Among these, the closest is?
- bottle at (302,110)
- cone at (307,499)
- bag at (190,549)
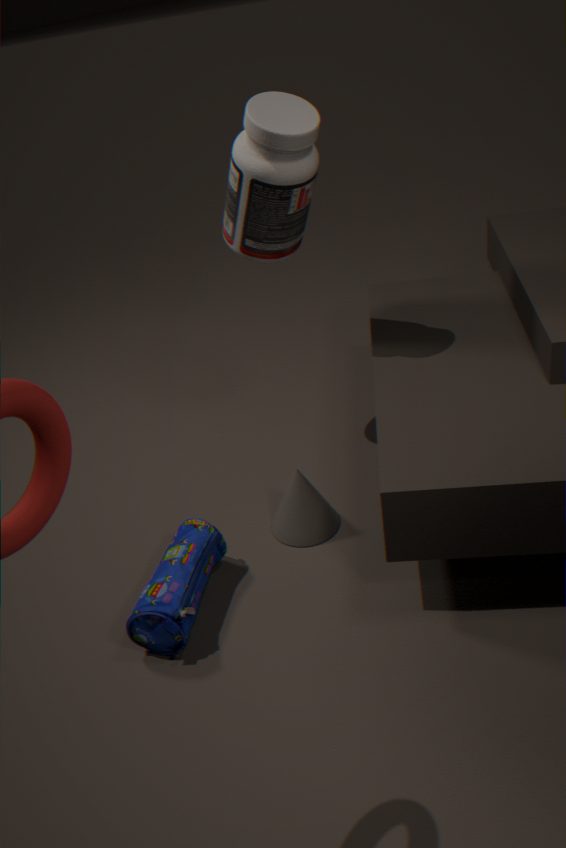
bag at (190,549)
